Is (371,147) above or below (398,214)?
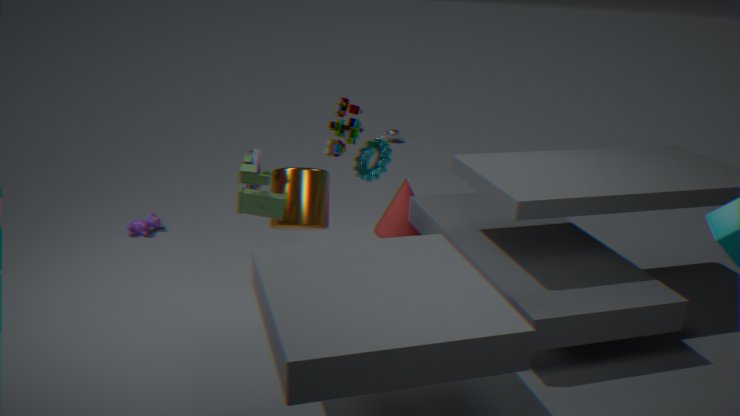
above
